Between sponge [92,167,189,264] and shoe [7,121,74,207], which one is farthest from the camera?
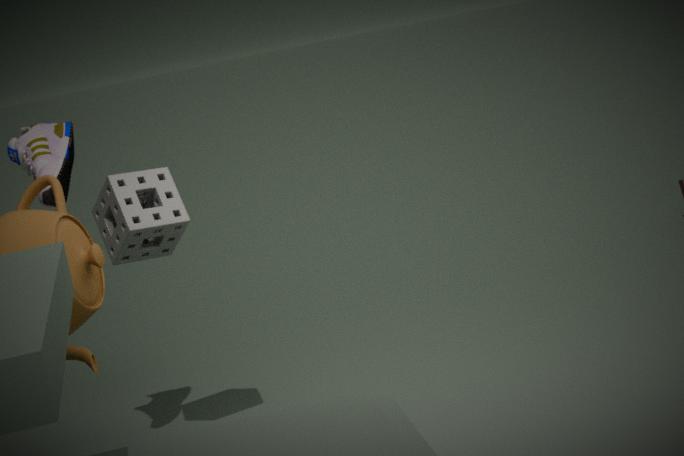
sponge [92,167,189,264]
